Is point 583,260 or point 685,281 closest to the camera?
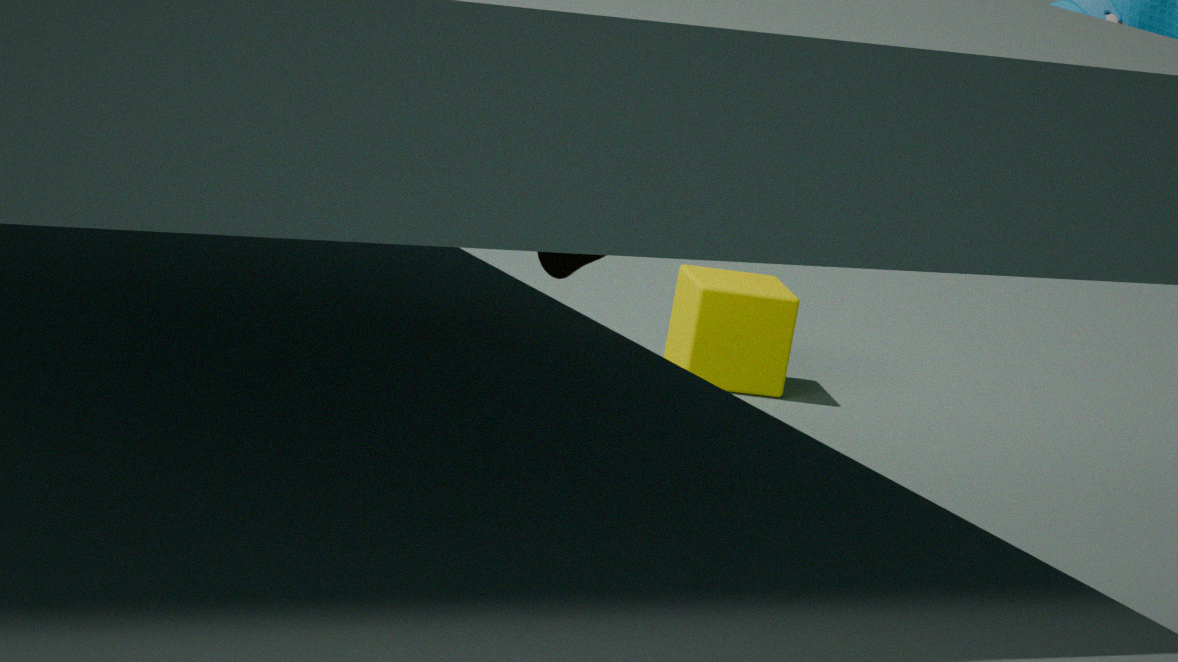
point 583,260
